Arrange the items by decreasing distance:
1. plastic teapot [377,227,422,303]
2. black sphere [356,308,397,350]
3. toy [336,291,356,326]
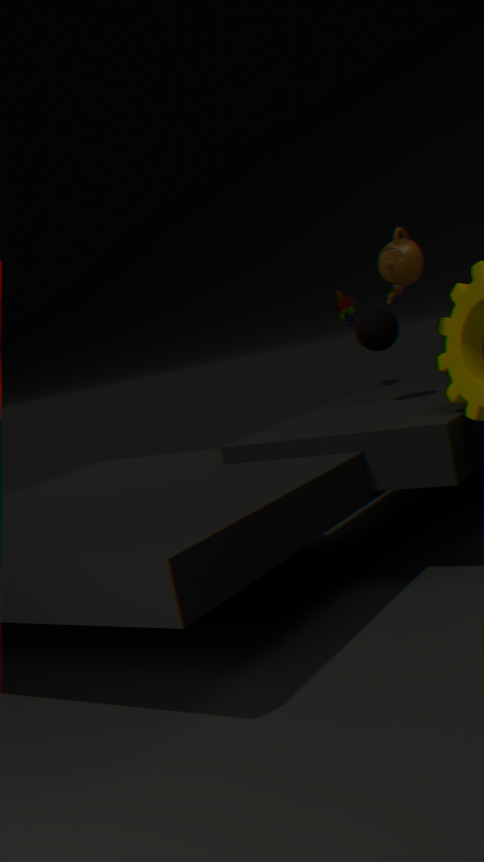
toy [336,291,356,326] → black sphere [356,308,397,350] → plastic teapot [377,227,422,303]
